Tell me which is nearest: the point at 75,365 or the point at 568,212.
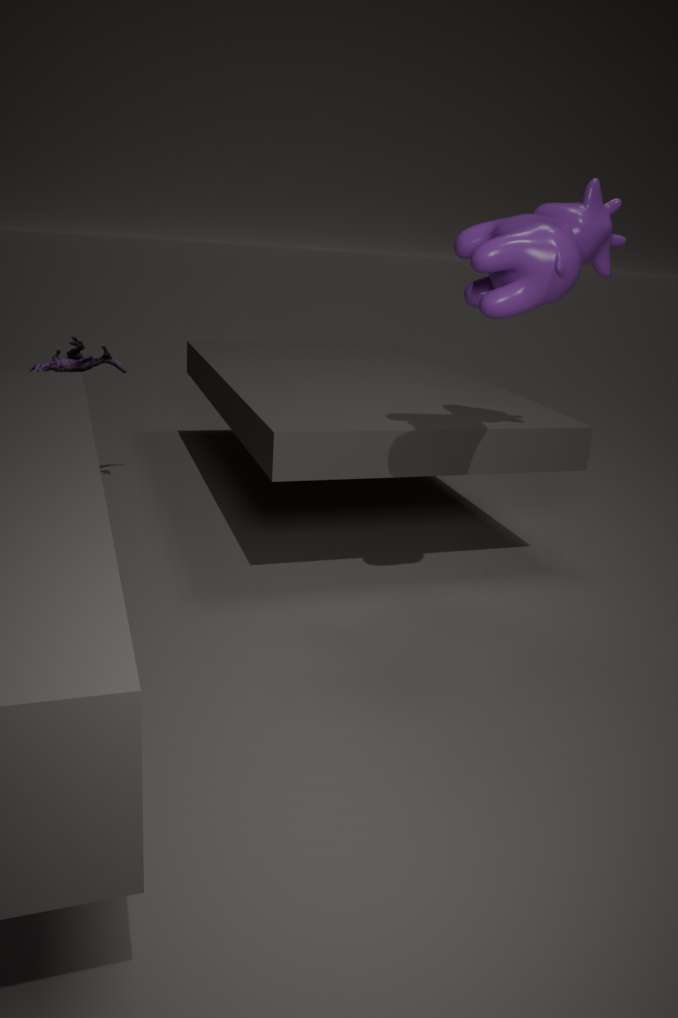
the point at 568,212
